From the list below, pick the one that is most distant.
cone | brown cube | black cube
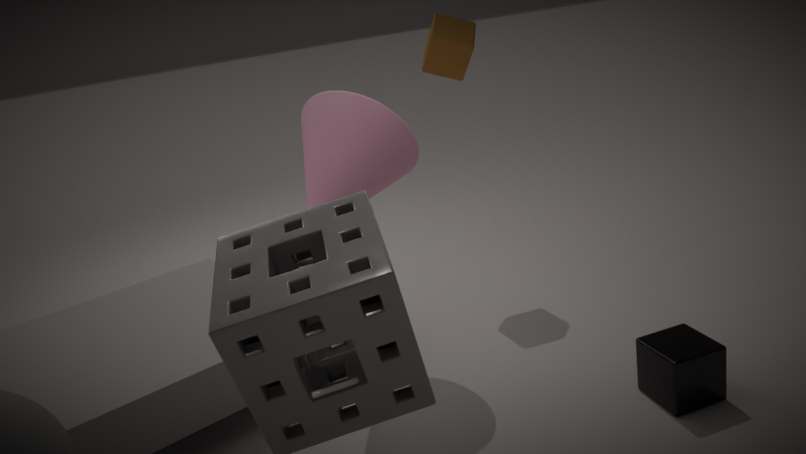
brown cube
